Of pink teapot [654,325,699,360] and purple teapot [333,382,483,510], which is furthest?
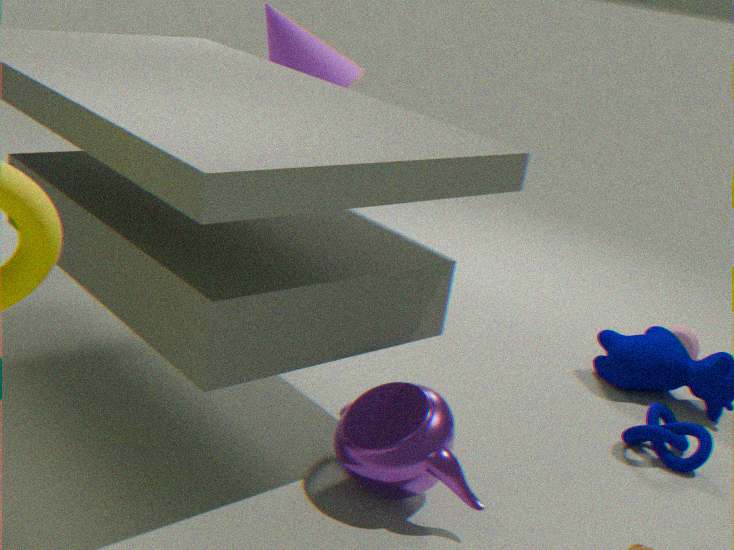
pink teapot [654,325,699,360]
